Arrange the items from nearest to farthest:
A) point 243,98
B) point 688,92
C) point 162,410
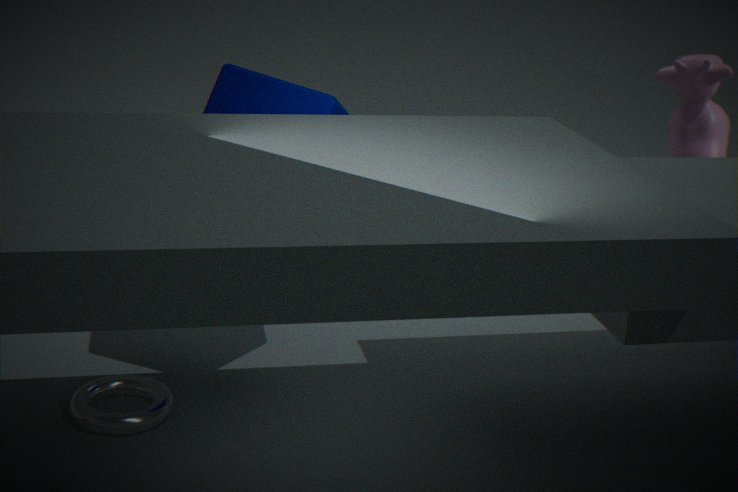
point 162,410 → point 243,98 → point 688,92
